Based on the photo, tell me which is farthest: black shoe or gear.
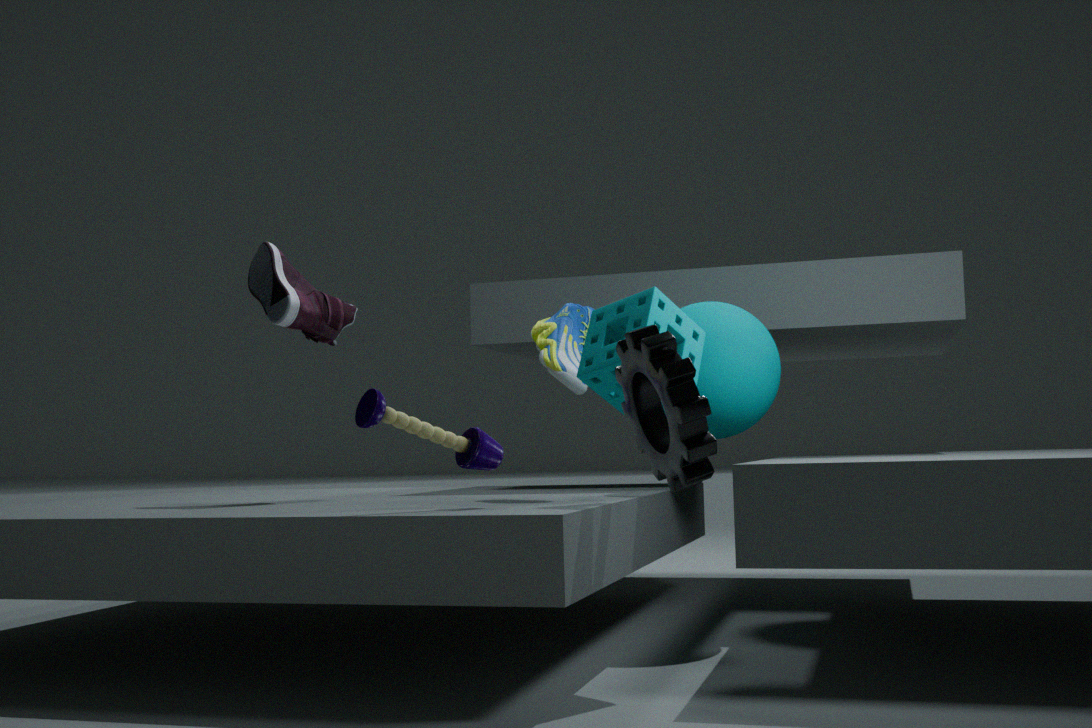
black shoe
